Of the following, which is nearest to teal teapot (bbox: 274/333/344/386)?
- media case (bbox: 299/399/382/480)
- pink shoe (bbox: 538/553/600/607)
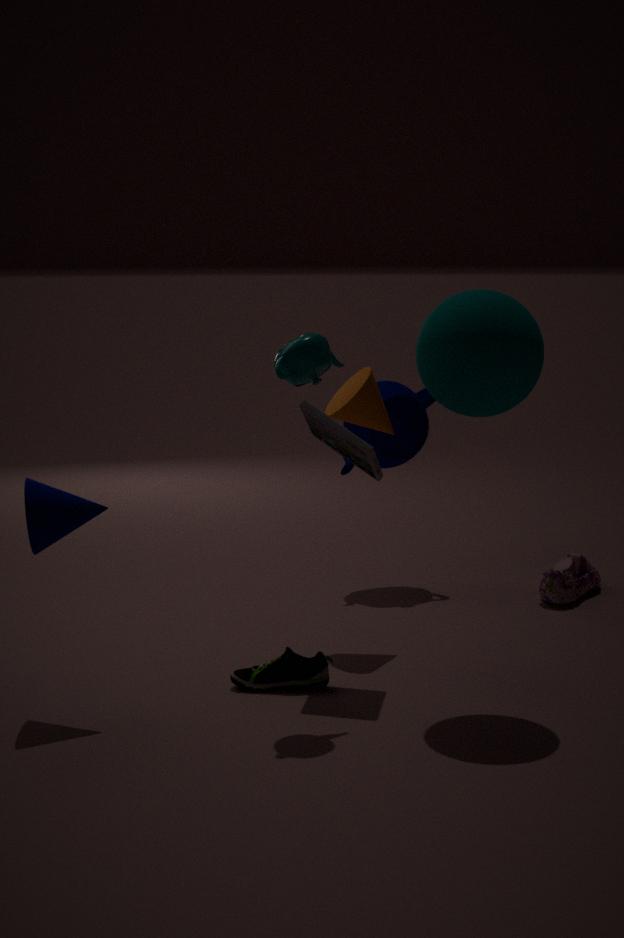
media case (bbox: 299/399/382/480)
